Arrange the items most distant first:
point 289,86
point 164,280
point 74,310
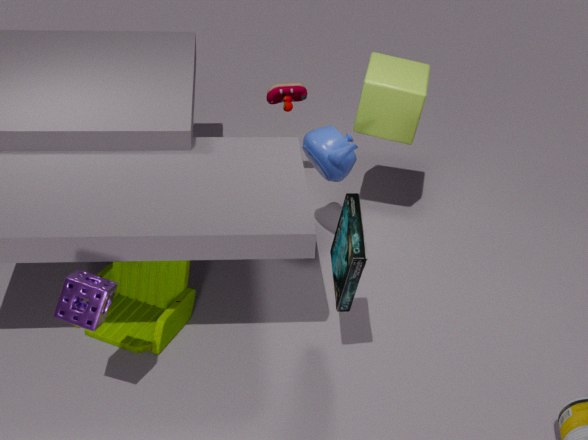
1. point 289,86
2. point 164,280
3. point 74,310
